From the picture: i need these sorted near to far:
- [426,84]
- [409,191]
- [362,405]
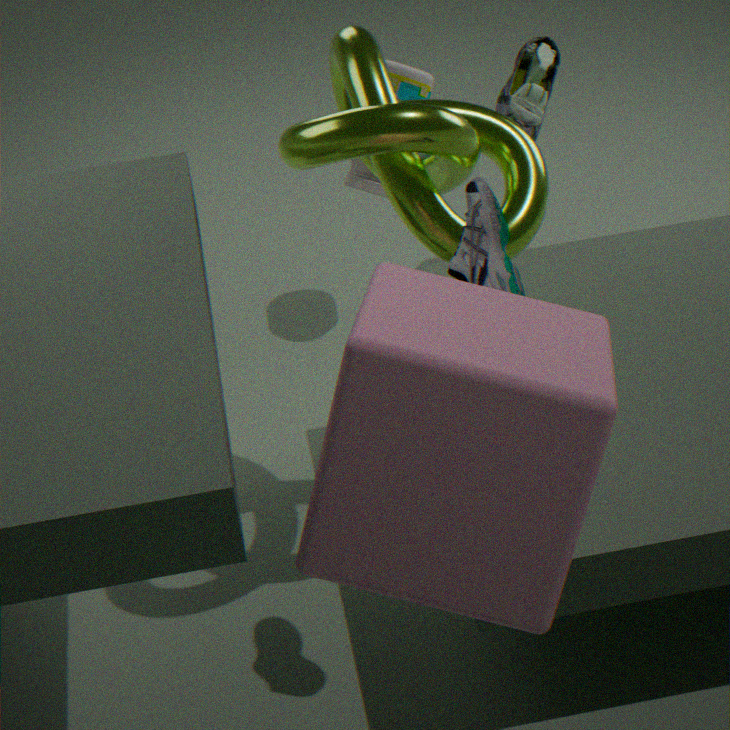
[362,405]
[409,191]
[426,84]
